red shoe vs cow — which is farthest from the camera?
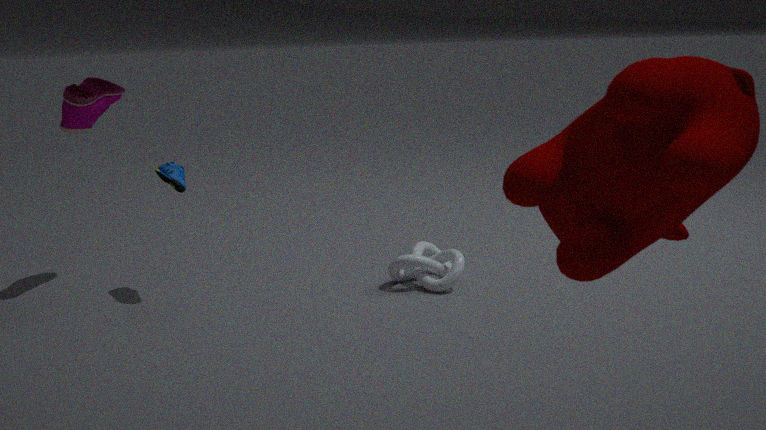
red shoe
